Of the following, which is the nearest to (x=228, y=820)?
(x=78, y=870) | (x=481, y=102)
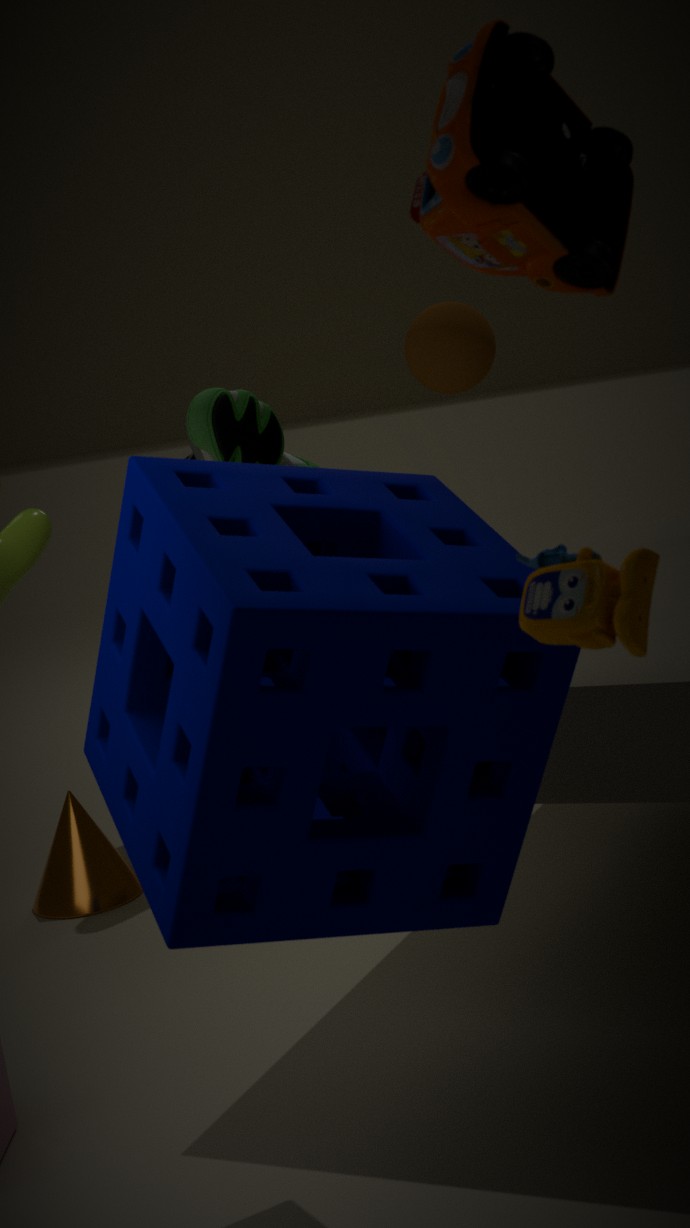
Answer: (x=481, y=102)
